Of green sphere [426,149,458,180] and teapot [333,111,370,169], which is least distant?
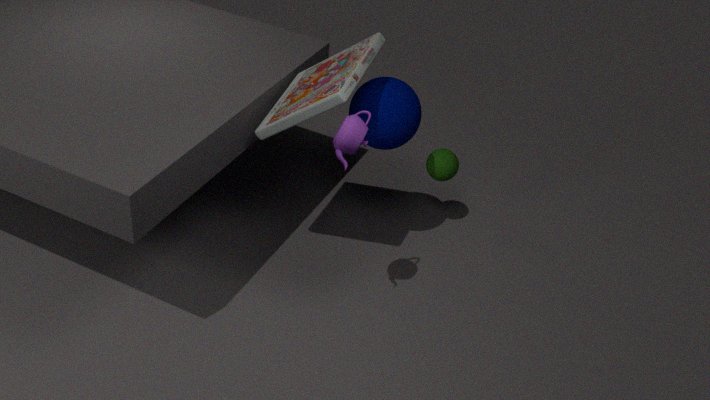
teapot [333,111,370,169]
